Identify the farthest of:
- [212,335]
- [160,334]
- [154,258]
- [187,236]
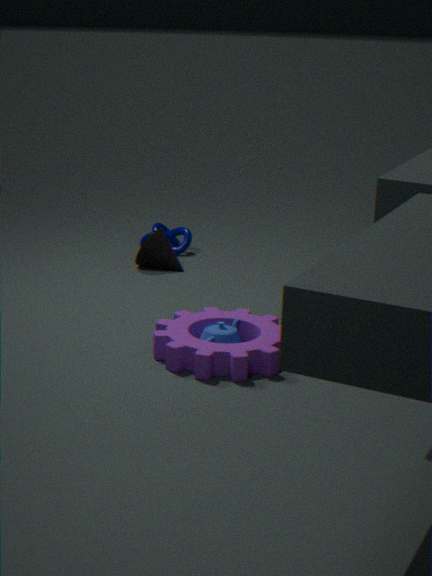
[187,236]
